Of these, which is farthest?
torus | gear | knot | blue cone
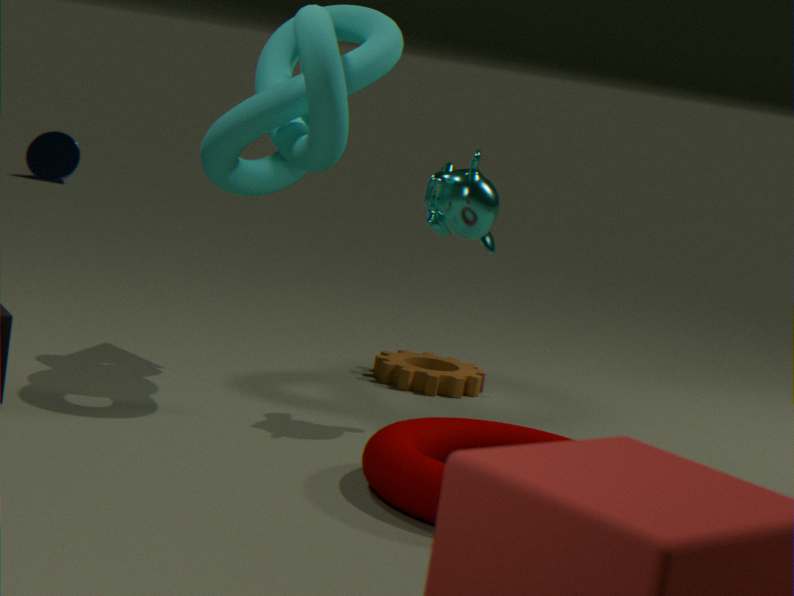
blue cone
